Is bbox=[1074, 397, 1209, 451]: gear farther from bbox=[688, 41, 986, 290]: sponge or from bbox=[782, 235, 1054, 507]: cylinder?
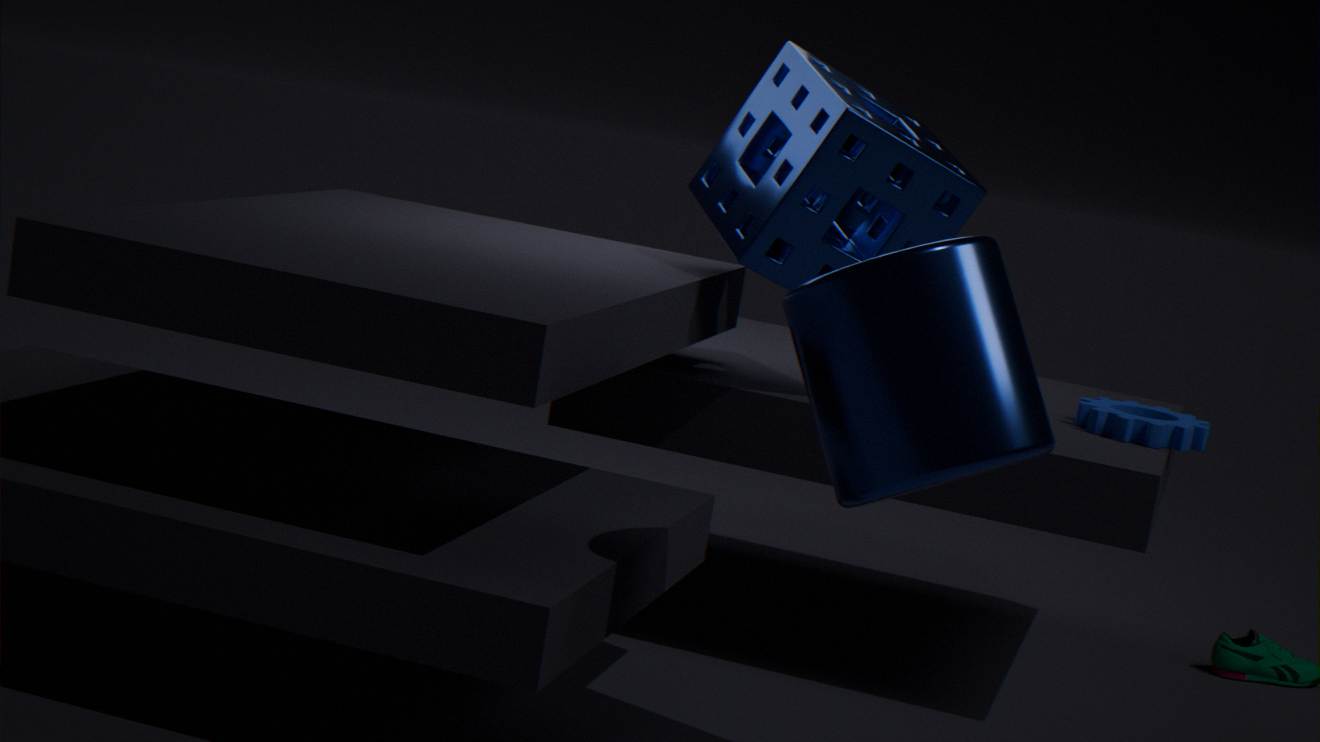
bbox=[782, 235, 1054, 507]: cylinder
